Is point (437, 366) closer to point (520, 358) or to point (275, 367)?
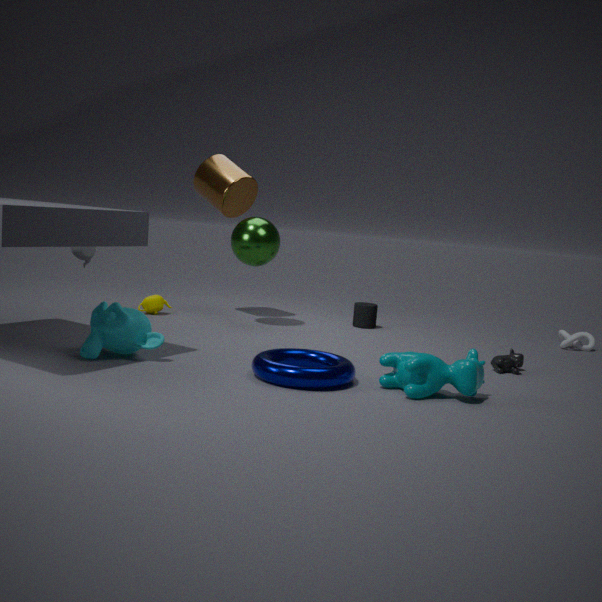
point (275, 367)
